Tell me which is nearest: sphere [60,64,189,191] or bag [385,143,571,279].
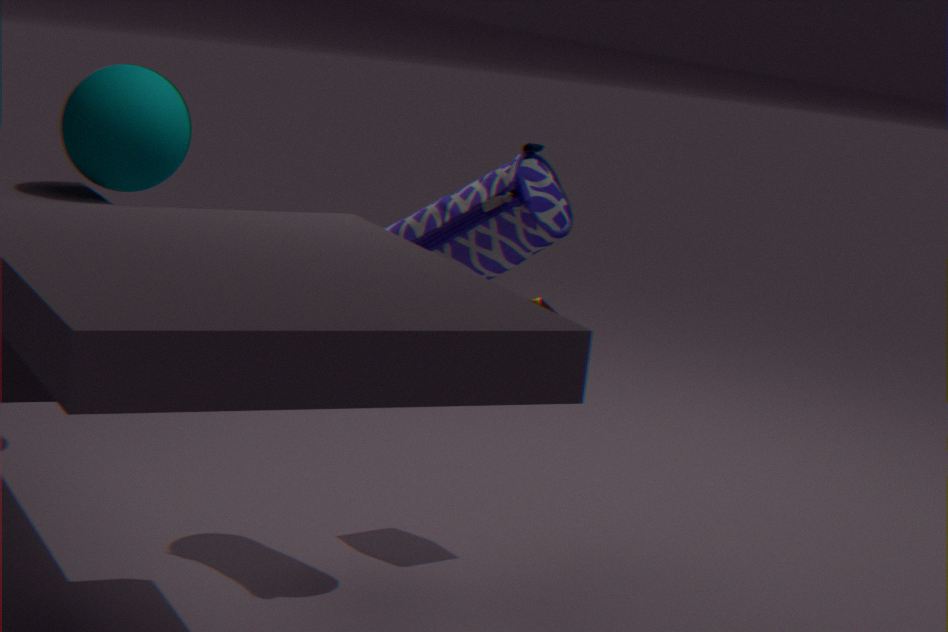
bag [385,143,571,279]
